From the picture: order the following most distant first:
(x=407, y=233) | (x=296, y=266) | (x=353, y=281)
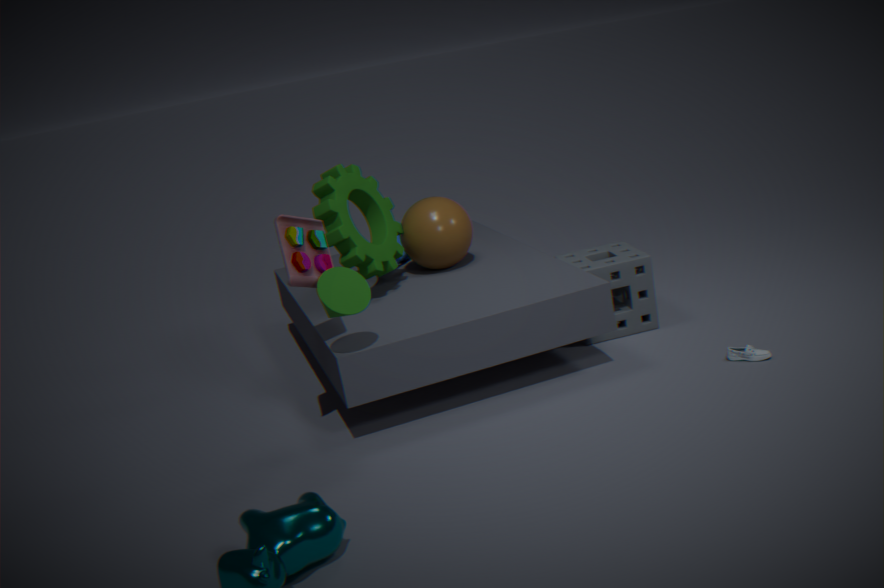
(x=407, y=233)
(x=353, y=281)
(x=296, y=266)
